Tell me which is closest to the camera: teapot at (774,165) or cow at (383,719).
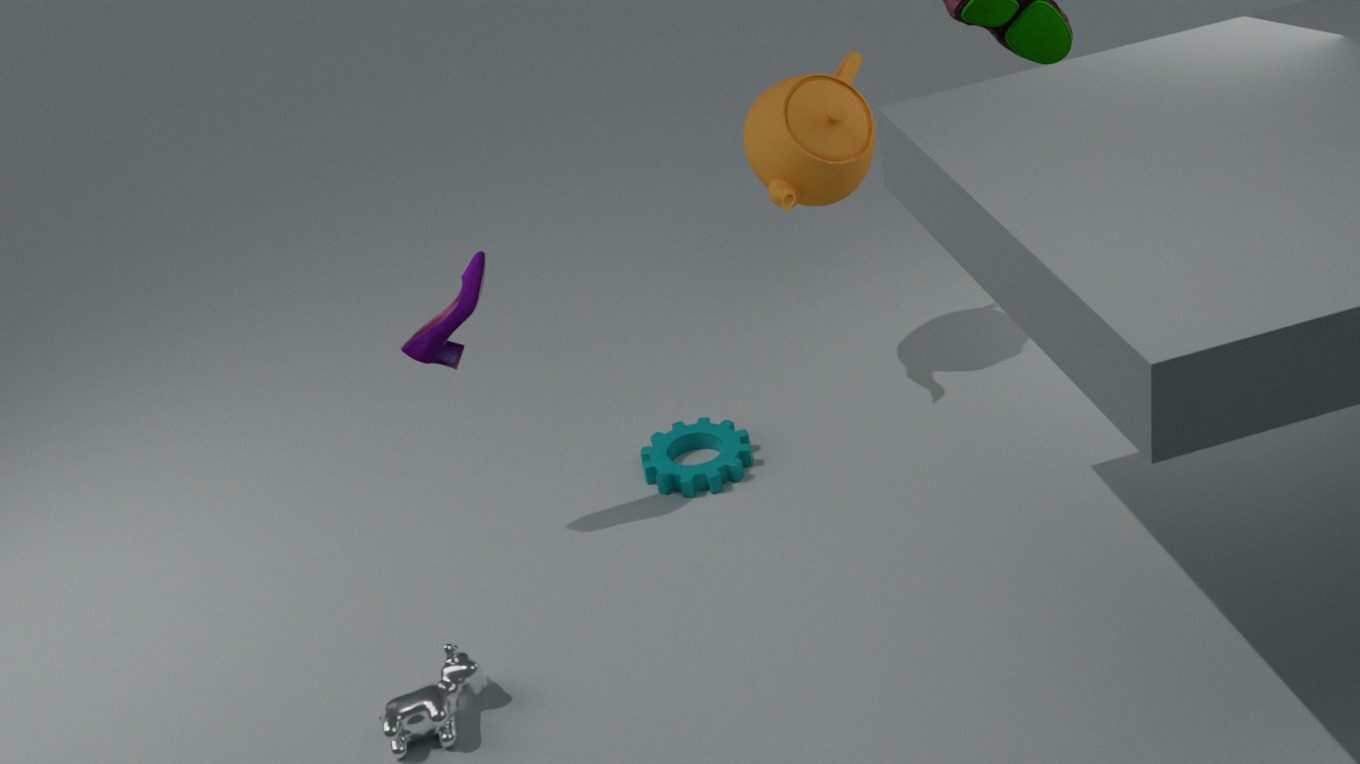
cow at (383,719)
